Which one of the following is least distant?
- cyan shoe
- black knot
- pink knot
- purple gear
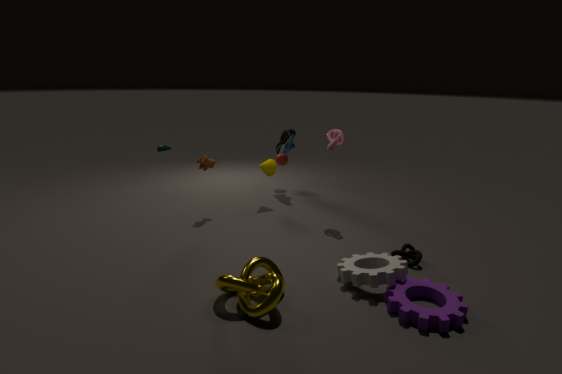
purple gear
